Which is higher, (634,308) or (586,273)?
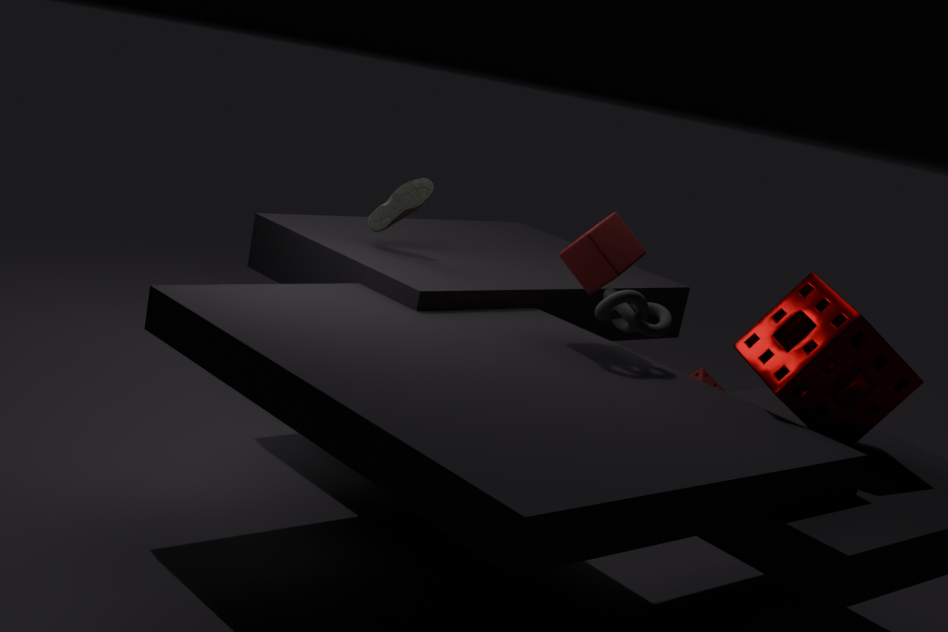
(586,273)
